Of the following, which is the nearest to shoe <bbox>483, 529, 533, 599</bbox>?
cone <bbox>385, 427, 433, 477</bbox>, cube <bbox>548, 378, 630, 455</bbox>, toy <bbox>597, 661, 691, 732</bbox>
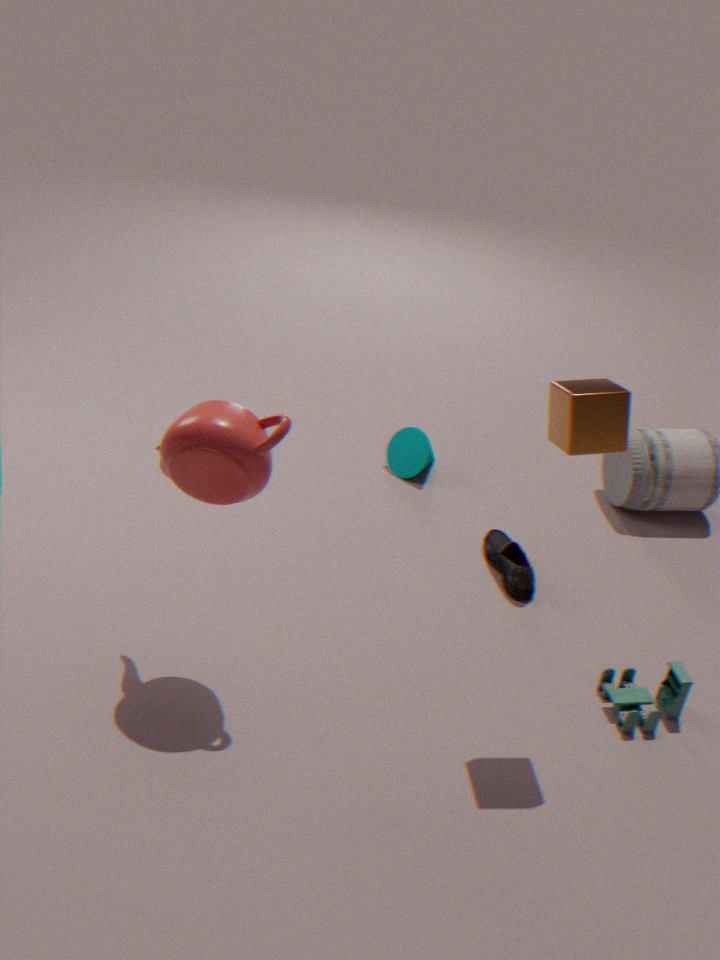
cone <bbox>385, 427, 433, 477</bbox>
